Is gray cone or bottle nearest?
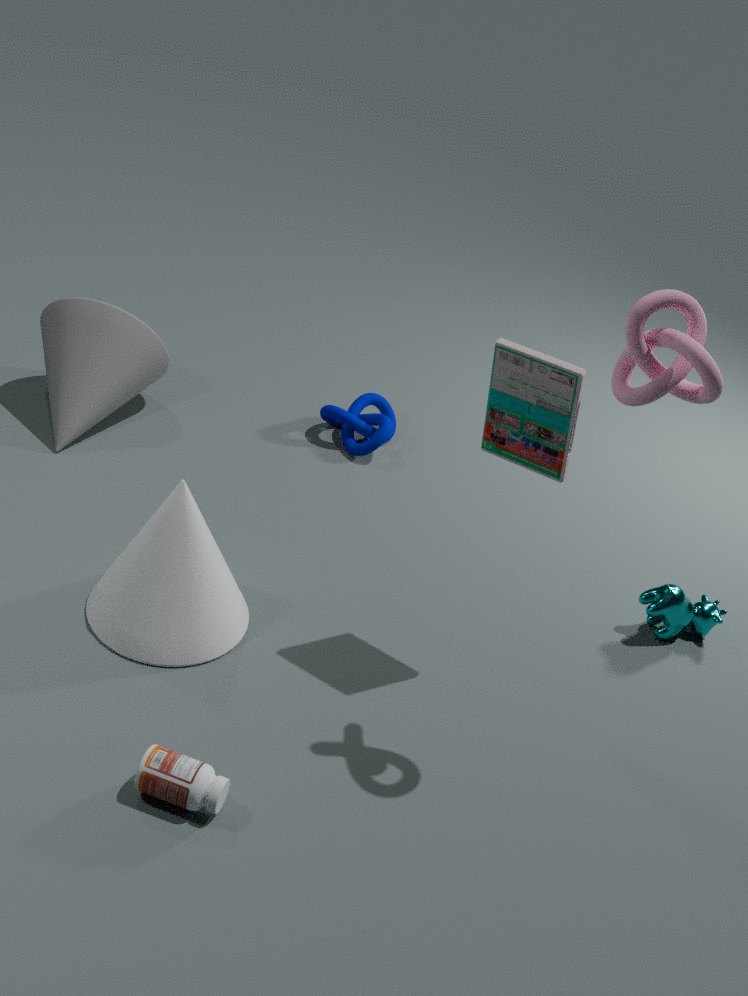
bottle
